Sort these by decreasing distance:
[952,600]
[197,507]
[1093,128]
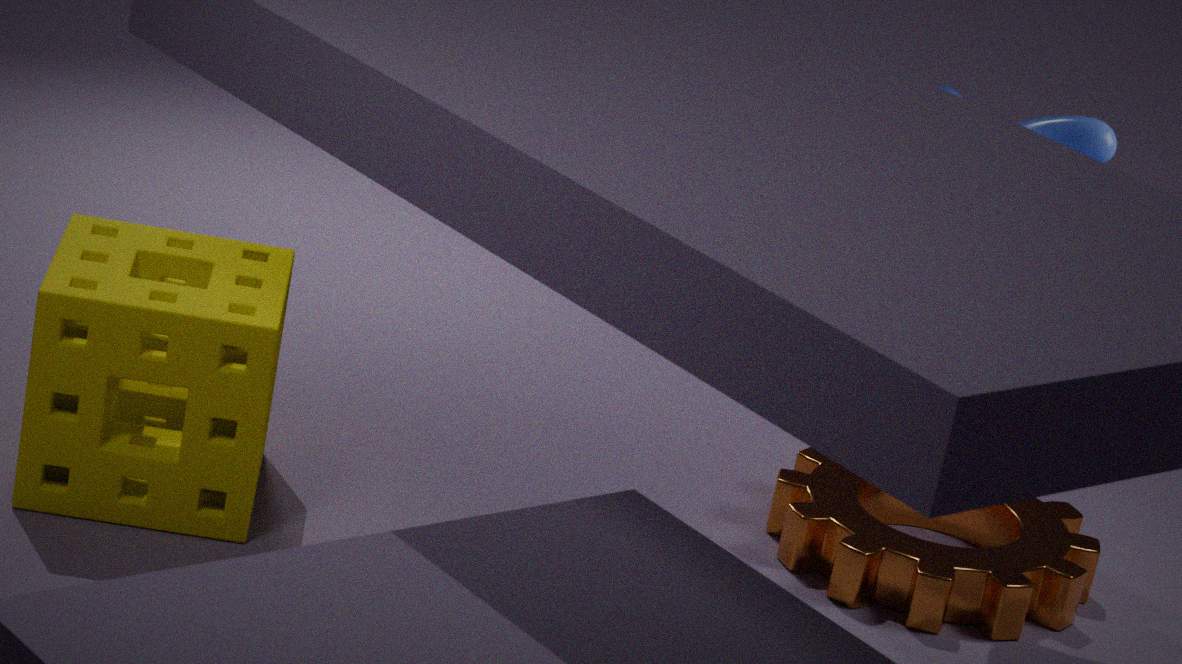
[952,600] → [1093,128] → [197,507]
